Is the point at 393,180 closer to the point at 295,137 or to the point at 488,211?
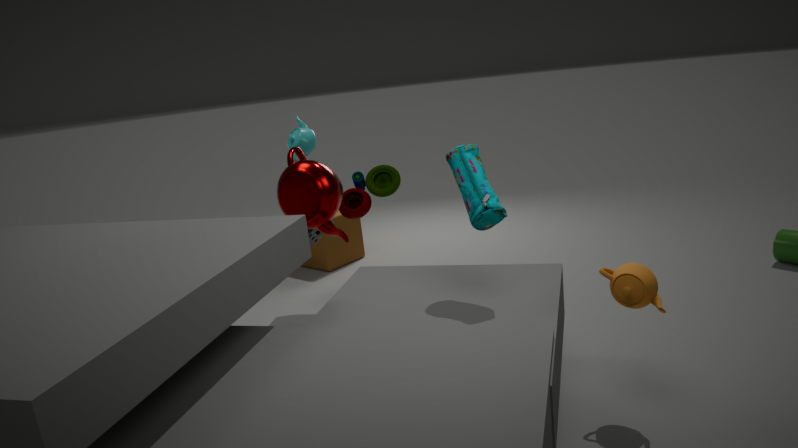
the point at 295,137
